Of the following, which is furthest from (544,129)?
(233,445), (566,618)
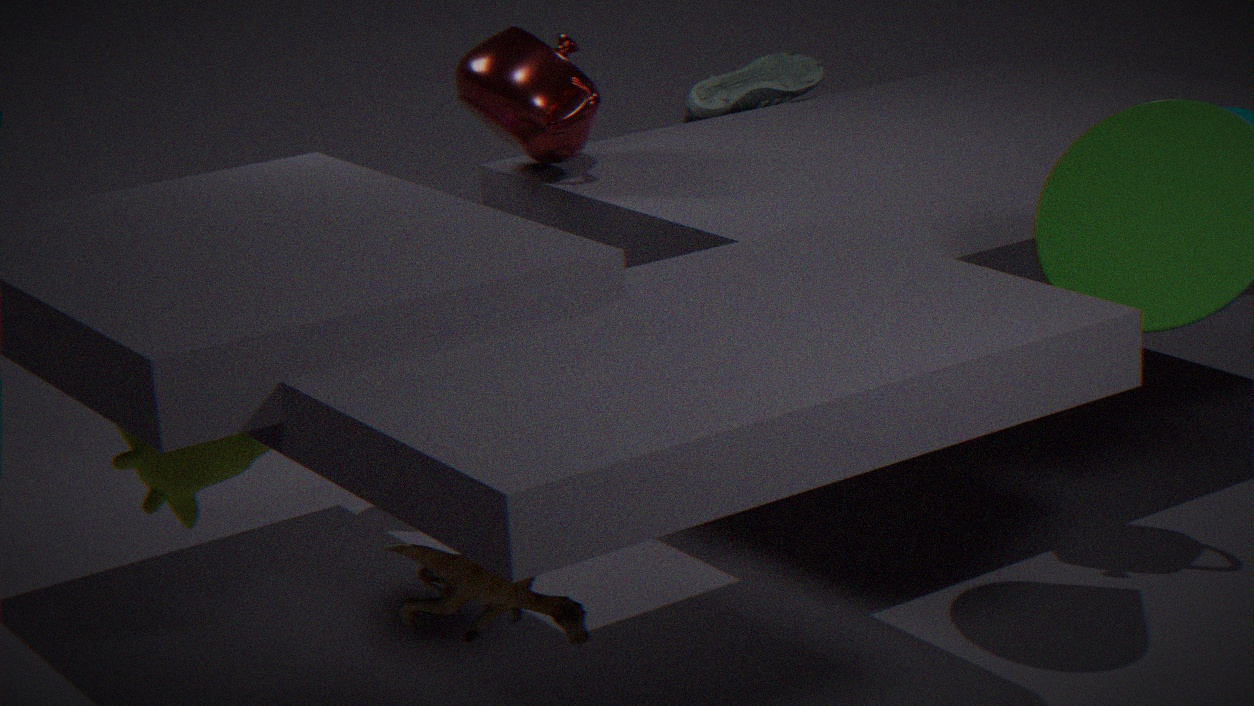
(566,618)
